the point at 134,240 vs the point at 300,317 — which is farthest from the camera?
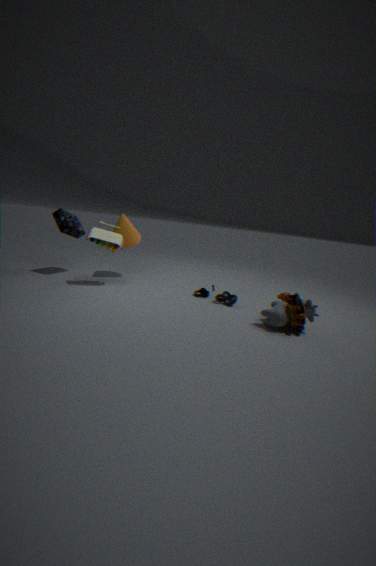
the point at 134,240
